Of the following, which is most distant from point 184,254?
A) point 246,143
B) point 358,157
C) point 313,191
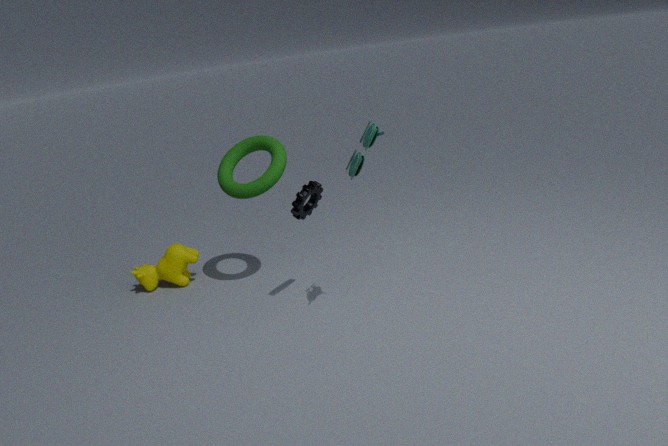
point 358,157
